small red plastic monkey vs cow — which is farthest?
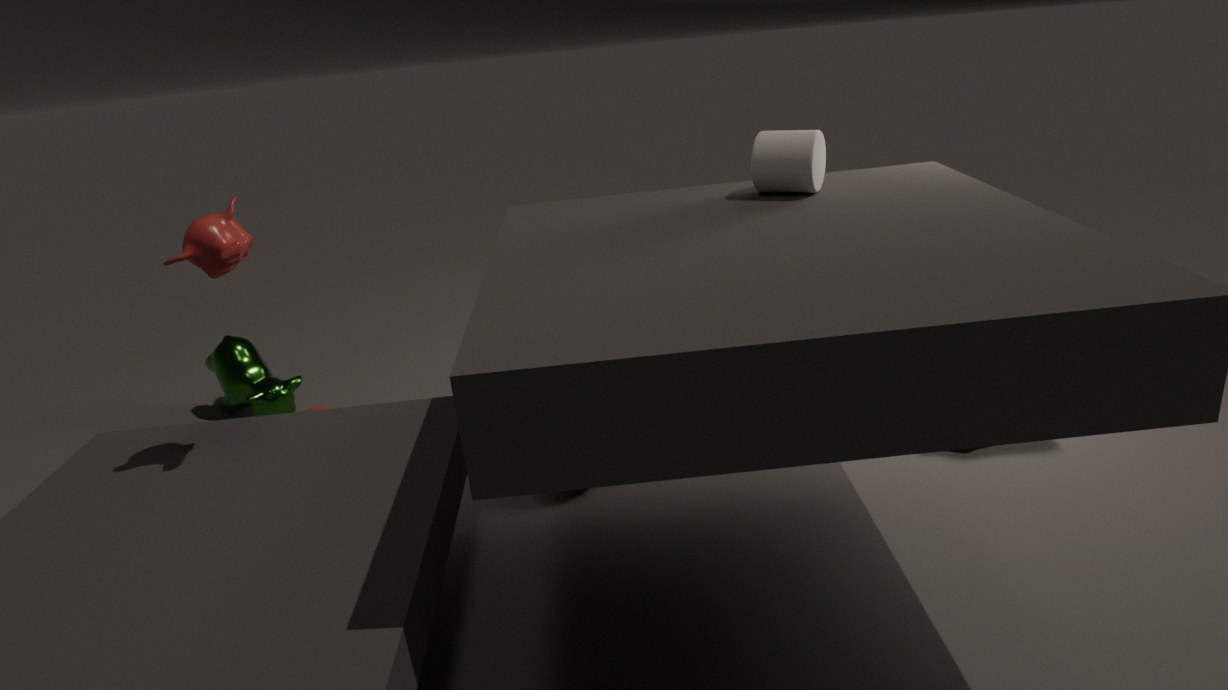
cow
